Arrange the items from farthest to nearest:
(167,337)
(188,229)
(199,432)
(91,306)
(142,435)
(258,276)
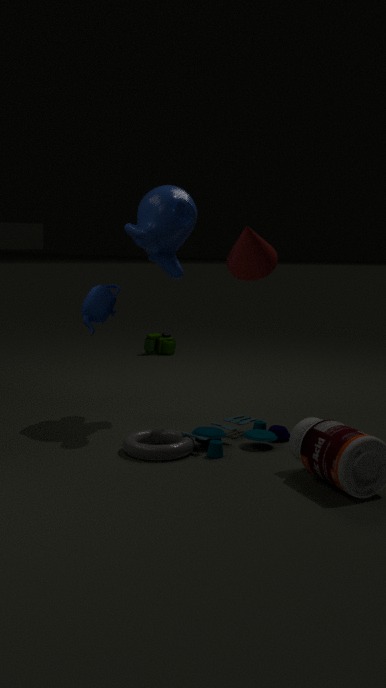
(167,337) → (188,229) → (91,306) → (258,276) → (142,435) → (199,432)
